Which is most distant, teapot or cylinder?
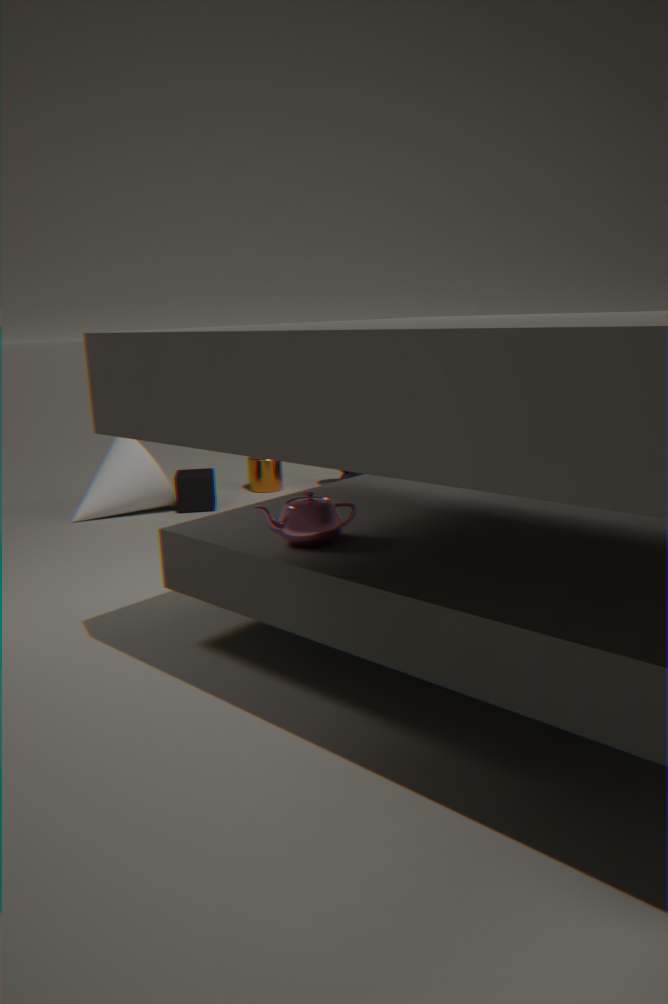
cylinder
